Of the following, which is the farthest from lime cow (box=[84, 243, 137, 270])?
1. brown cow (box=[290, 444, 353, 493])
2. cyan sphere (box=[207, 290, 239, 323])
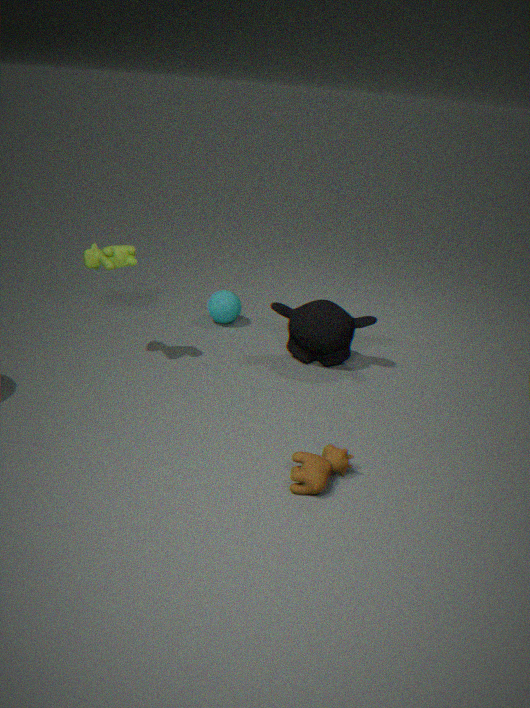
brown cow (box=[290, 444, 353, 493])
